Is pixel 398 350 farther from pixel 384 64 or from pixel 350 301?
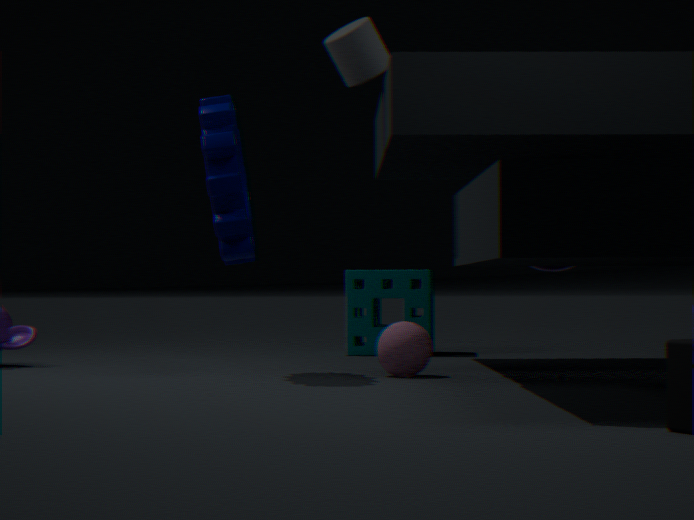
pixel 350 301
